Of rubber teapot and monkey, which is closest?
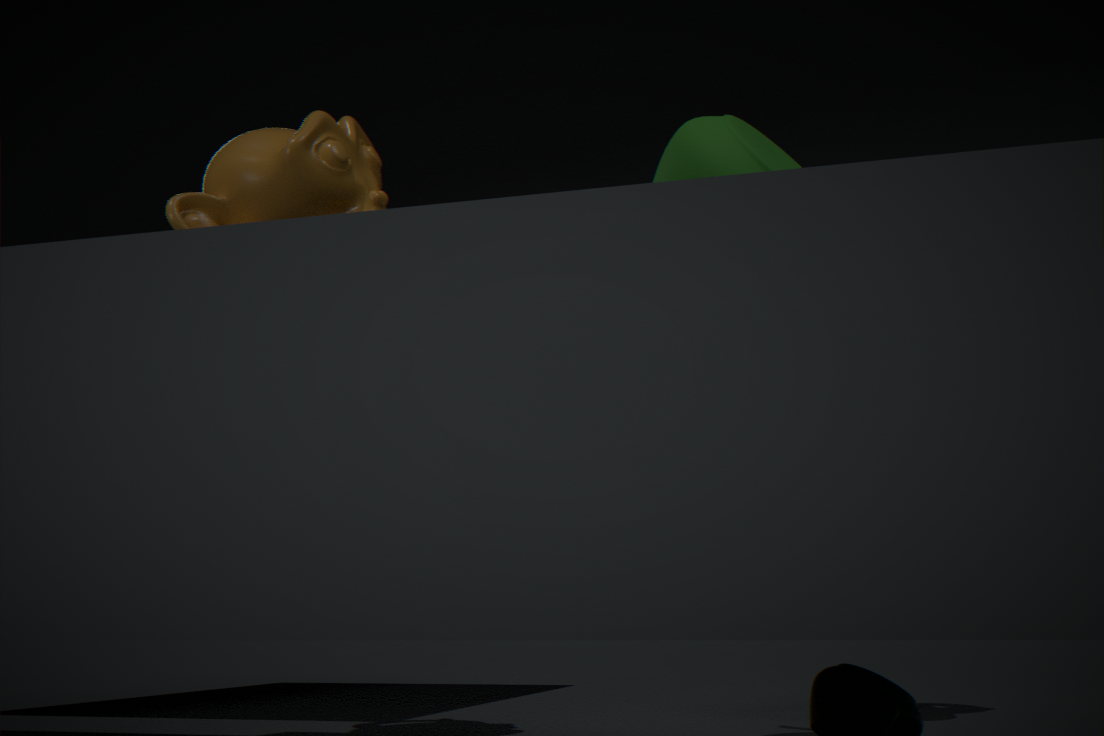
rubber teapot
